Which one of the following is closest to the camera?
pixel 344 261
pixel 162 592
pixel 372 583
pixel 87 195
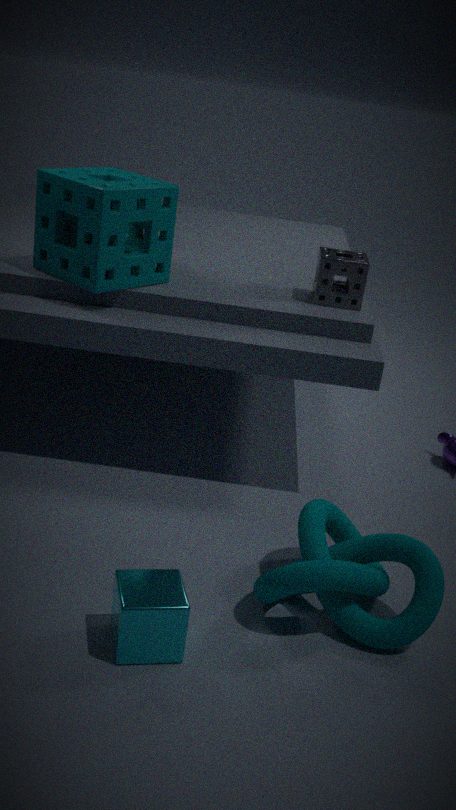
pixel 162 592
